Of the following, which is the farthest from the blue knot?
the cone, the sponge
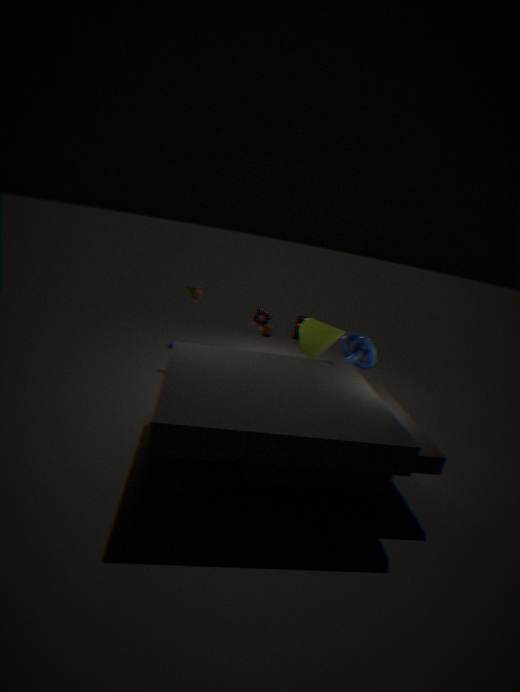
the sponge
